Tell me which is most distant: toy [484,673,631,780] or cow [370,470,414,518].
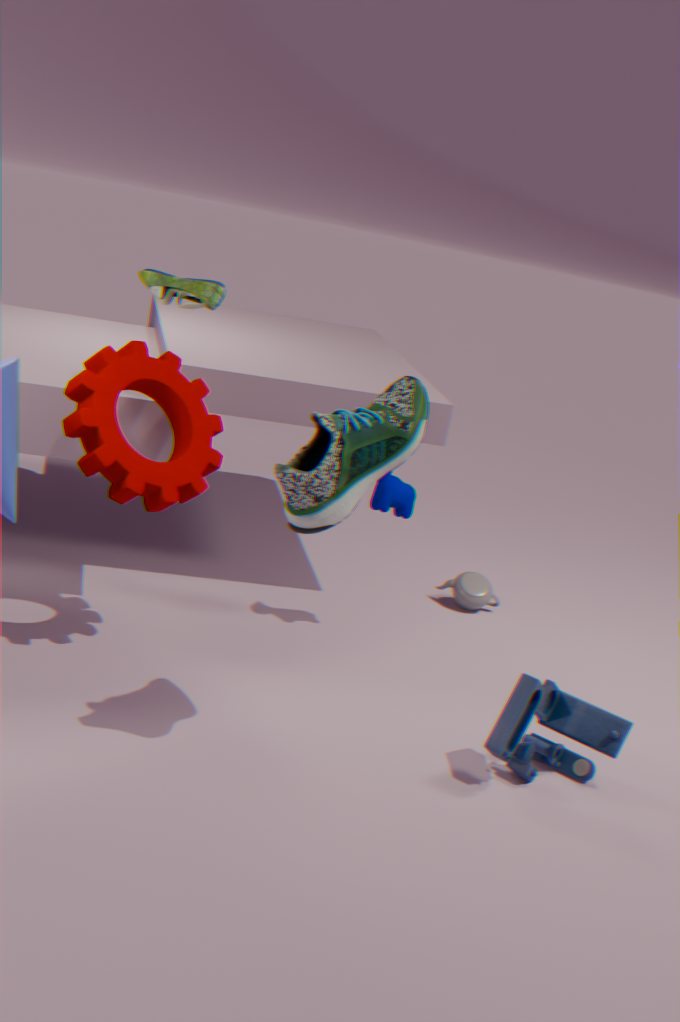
cow [370,470,414,518]
